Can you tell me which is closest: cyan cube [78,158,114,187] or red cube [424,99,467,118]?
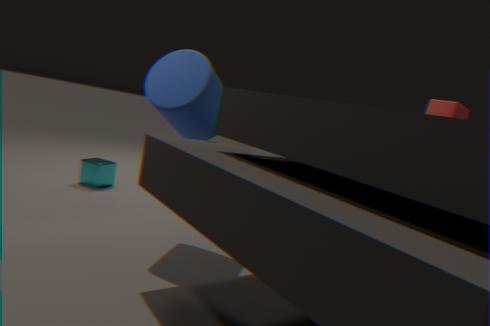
red cube [424,99,467,118]
